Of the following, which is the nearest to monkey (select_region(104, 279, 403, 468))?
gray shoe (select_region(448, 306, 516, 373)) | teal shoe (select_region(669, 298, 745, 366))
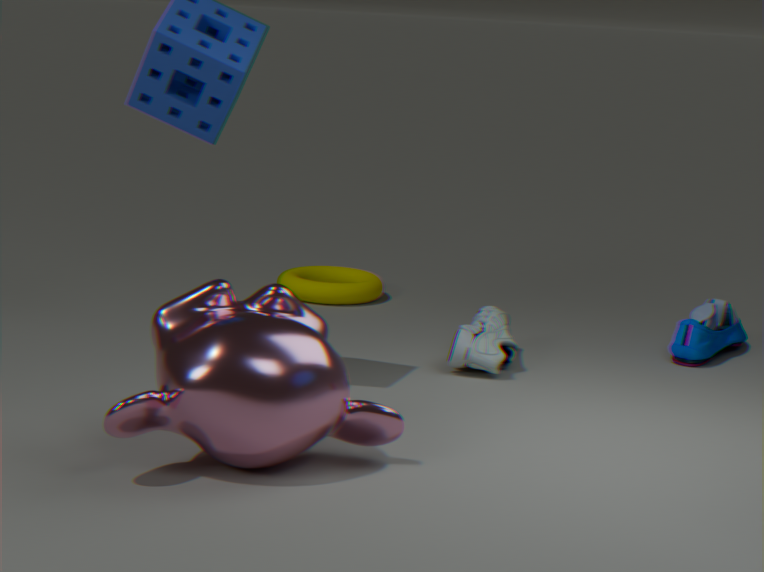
gray shoe (select_region(448, 306, 516, 373))
